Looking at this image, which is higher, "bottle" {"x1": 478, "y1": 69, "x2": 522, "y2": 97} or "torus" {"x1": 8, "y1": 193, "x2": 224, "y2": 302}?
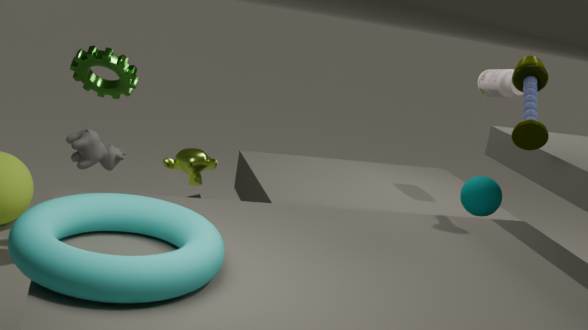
"bottle" {"x1": 478, "y1": 69, "x2": 522, "y2": 97}
